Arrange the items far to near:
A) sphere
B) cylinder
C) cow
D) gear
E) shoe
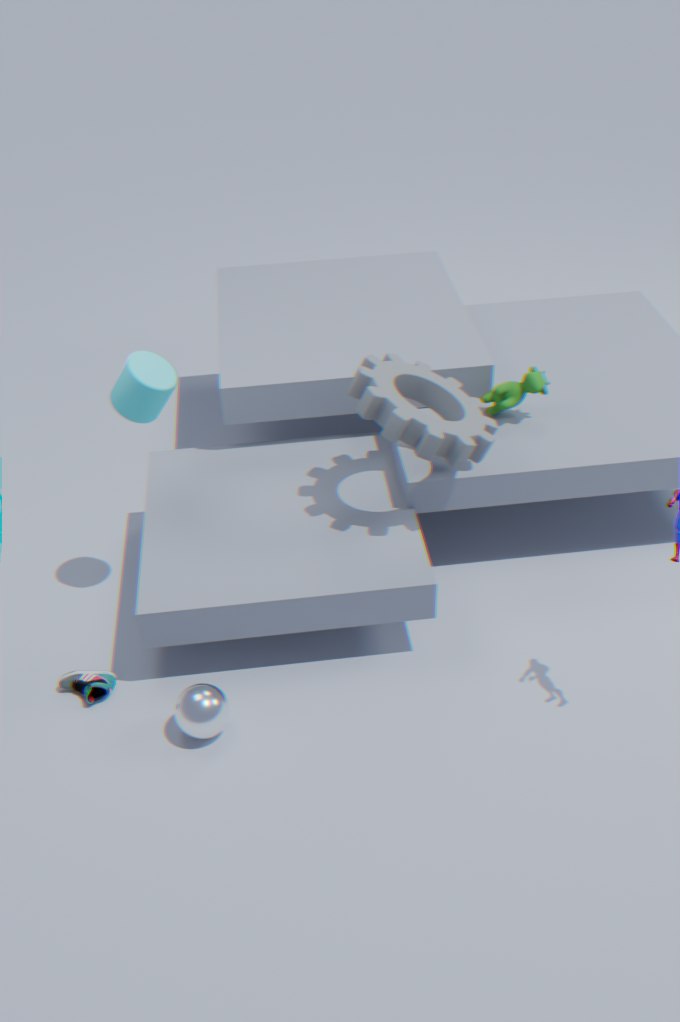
cow
shoe
gear
cylinder
sphere
